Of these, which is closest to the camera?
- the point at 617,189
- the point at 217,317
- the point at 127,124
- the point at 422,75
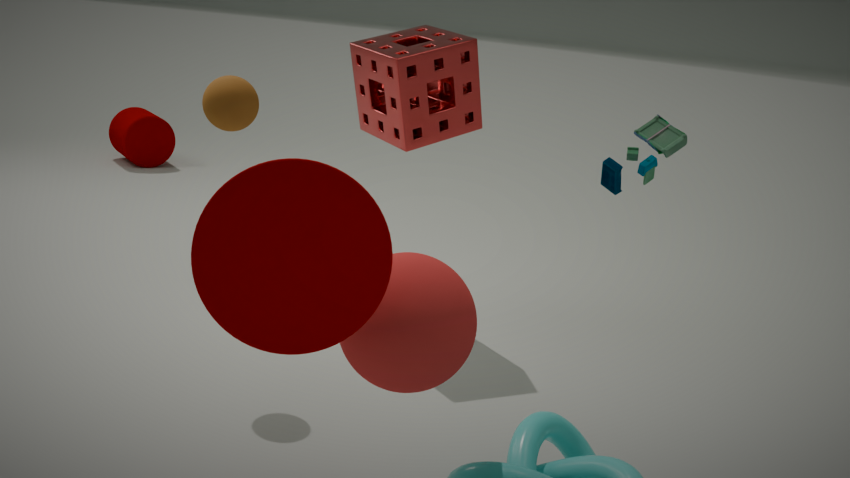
A: the point at 217,317
